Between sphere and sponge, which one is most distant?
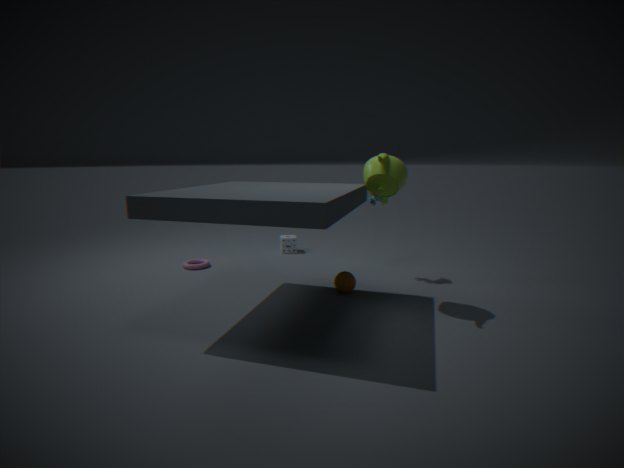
sponge
